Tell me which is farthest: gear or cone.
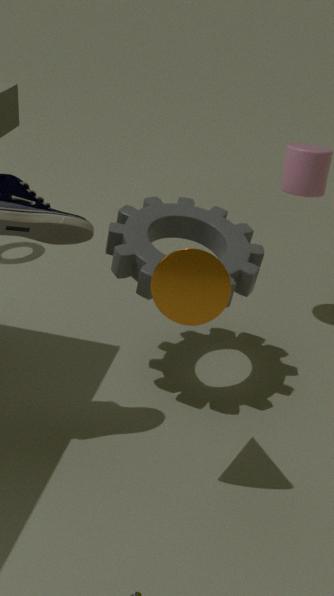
gear
